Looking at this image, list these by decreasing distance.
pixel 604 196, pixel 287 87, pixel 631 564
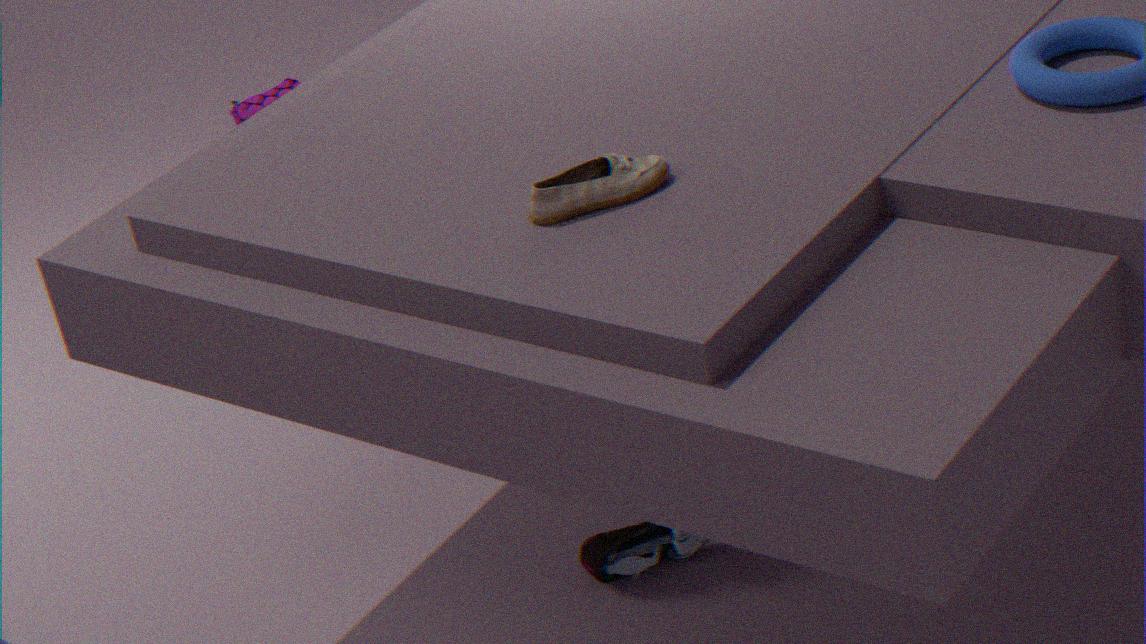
pixel 287 87 → pixel 631 564 → pixel 604 196
